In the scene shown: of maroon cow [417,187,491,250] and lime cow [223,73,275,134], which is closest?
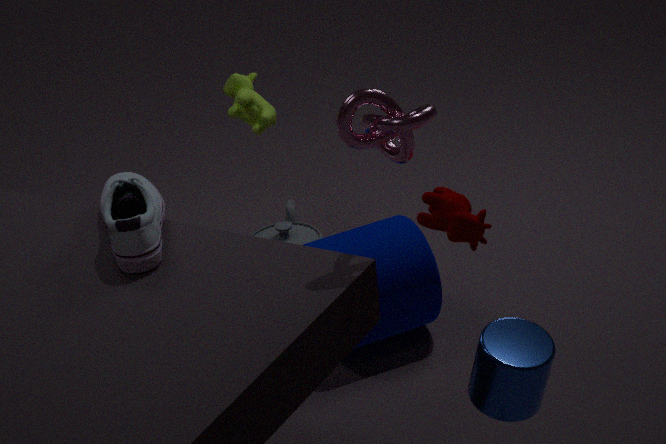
maroon cow [417,187,491,250]
